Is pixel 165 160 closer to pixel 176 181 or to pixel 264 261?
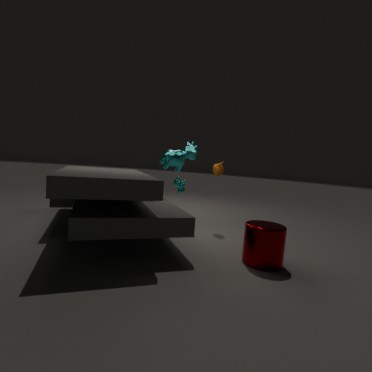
pixel 176 181
